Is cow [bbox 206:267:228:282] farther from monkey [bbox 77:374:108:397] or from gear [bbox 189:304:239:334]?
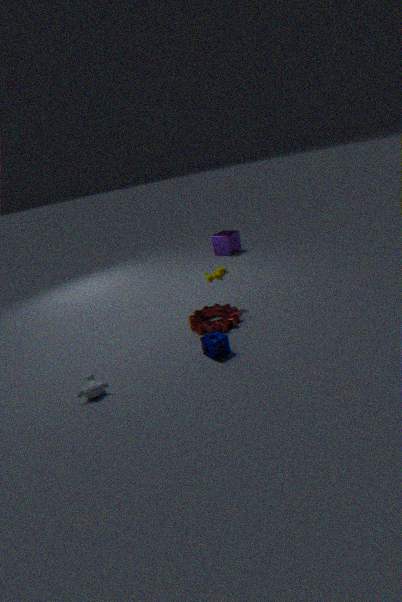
monkey [bbox 77:374:108:397]
